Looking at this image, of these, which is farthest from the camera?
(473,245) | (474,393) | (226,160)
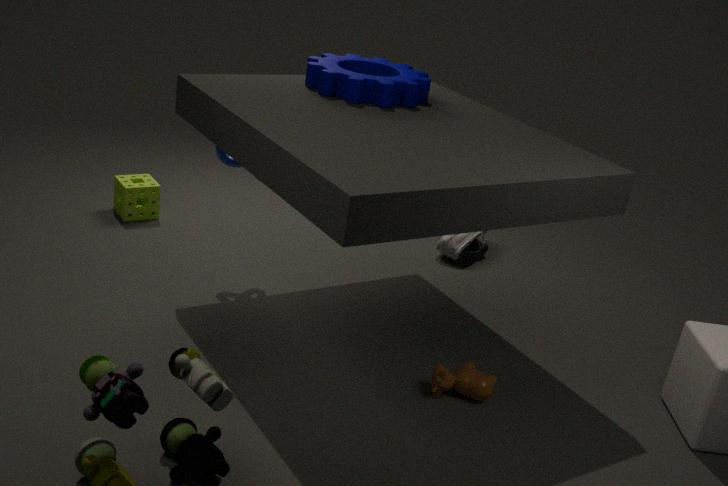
(473,245)
